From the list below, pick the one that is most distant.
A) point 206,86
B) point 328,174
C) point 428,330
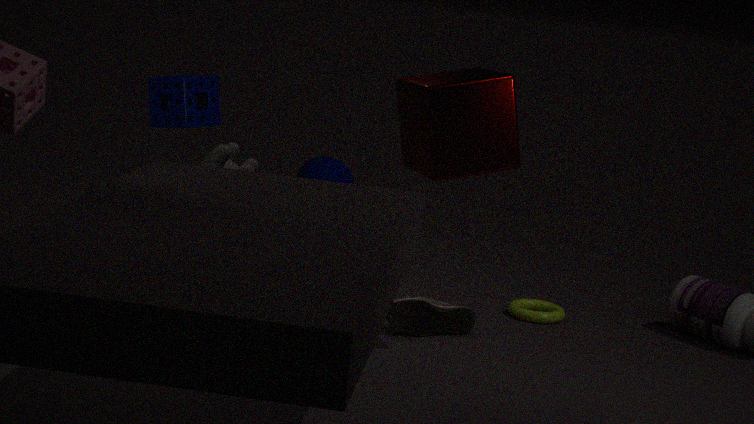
point 328,174
